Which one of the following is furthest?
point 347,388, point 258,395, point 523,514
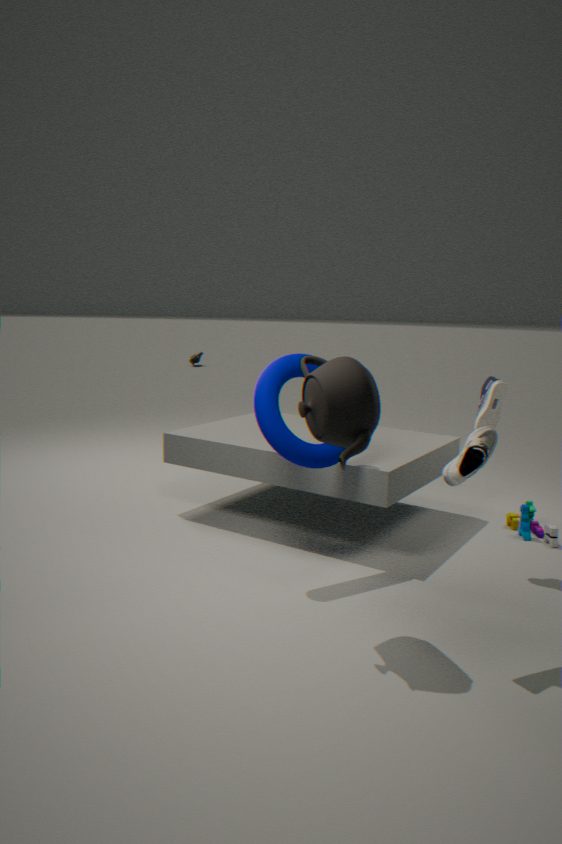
point 523,514
